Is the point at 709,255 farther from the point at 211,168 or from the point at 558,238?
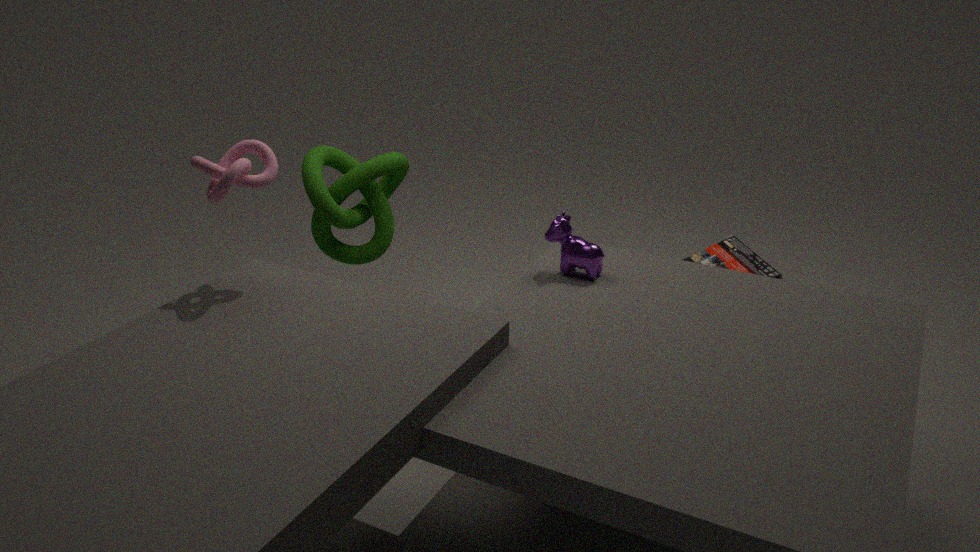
the point at 211,168
